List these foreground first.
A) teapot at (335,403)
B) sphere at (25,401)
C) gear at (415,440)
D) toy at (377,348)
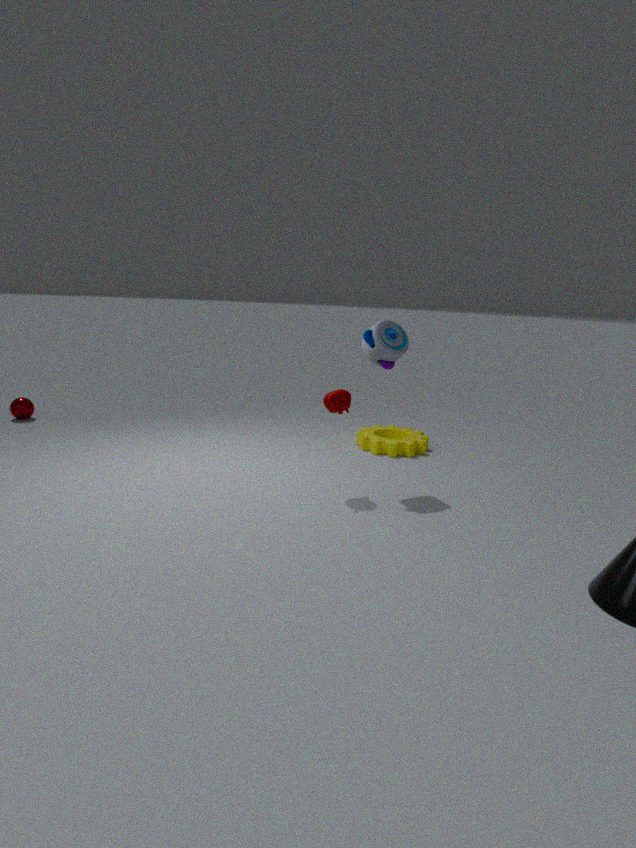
teapot at (335,403) < toy at (377,348) < gear at (415,440) < sphere at (25,401)
